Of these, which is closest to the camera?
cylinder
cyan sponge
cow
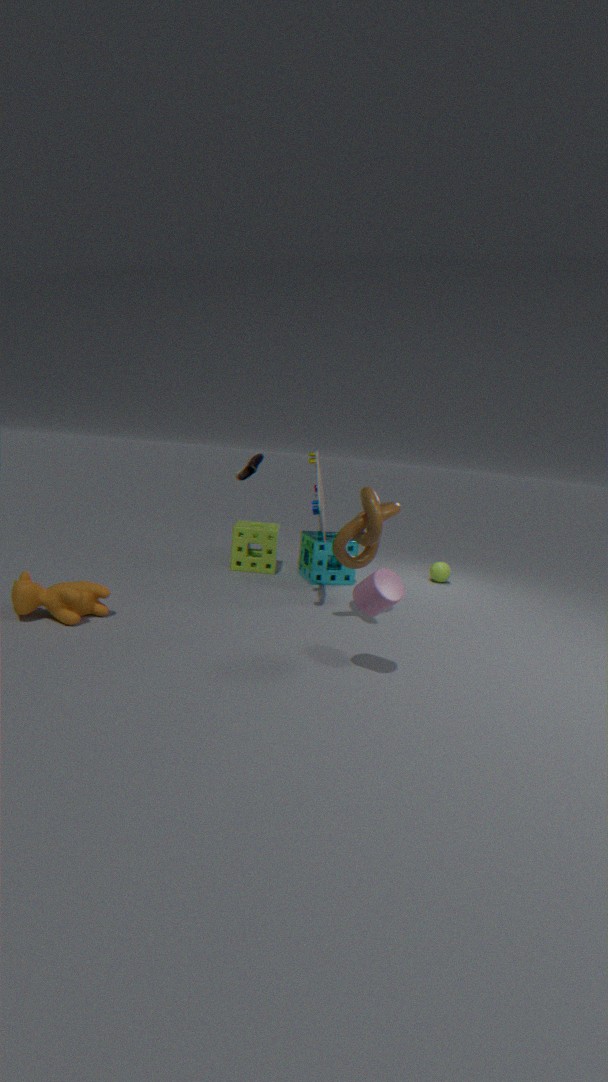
cylinder
